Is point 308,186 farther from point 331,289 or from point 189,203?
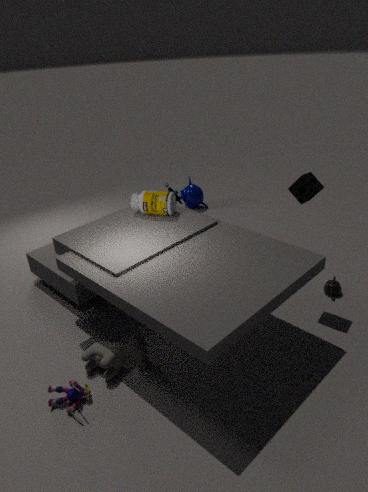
point 189,203
